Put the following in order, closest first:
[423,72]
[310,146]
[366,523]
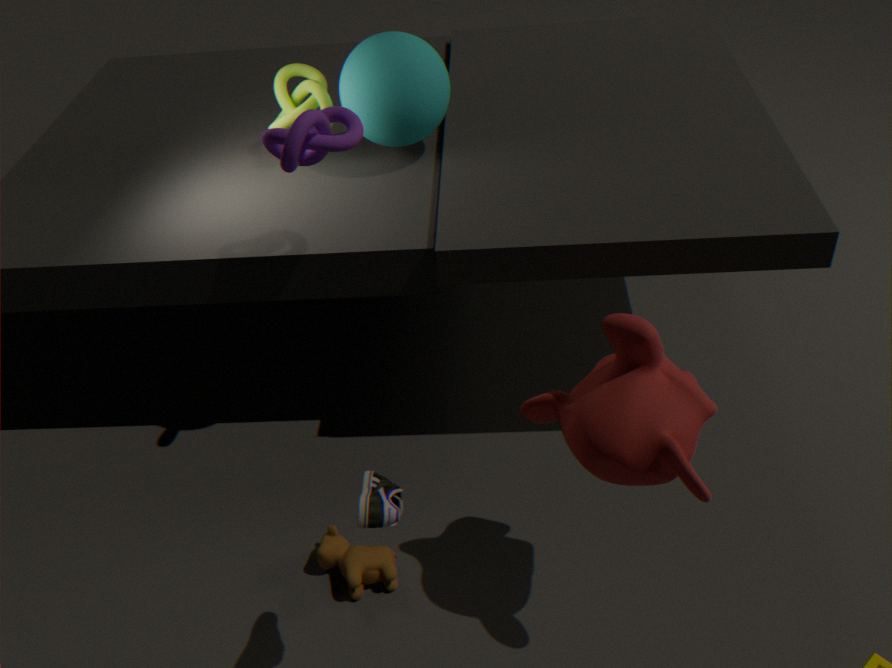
[366,523] < [310,146] < [423,72]
